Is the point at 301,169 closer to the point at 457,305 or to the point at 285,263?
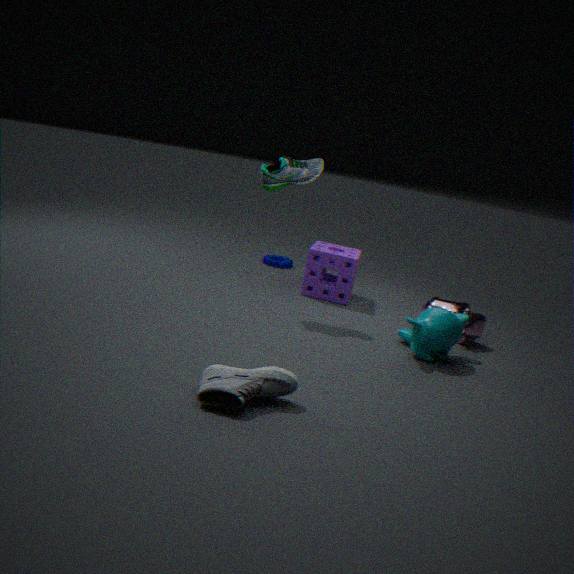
the point at 285,263
